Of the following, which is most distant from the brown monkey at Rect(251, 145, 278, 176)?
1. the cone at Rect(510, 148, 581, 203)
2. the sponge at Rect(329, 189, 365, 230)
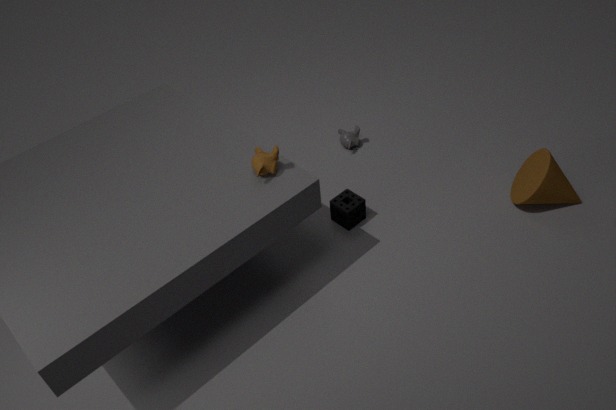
the cone at Rect(510, 148, 581, 203)
